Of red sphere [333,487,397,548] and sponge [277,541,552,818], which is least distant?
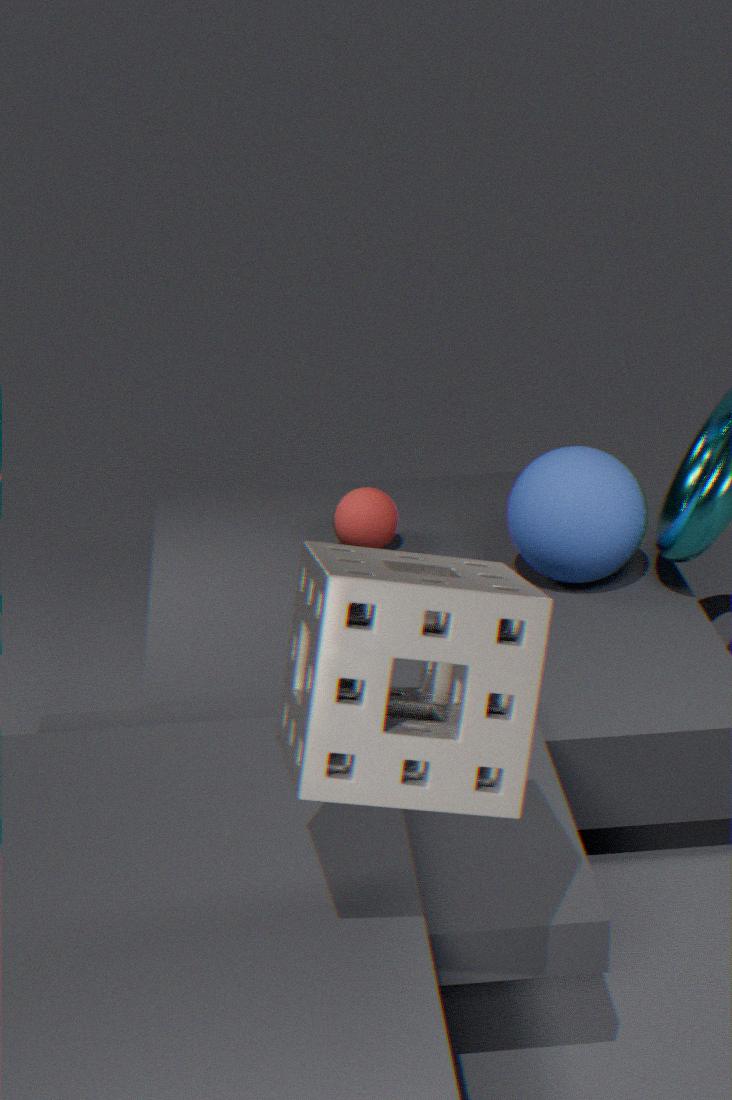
sponge [277,541,552,818]
